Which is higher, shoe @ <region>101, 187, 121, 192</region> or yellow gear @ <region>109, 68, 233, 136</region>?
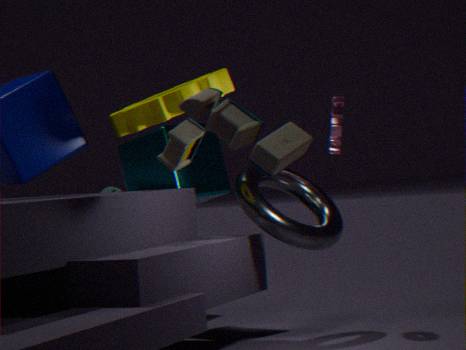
yellow gear @ <region>109, 68, 233, 136</region>
